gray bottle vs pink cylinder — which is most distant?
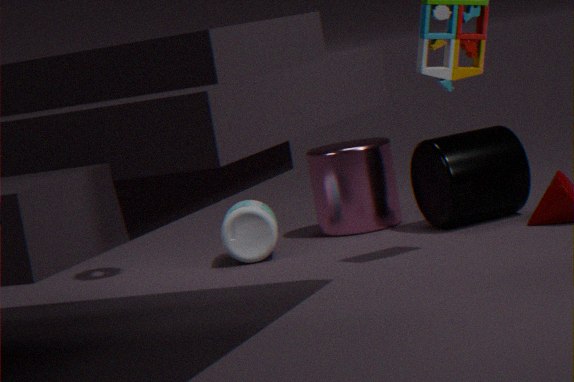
pink cylinder
